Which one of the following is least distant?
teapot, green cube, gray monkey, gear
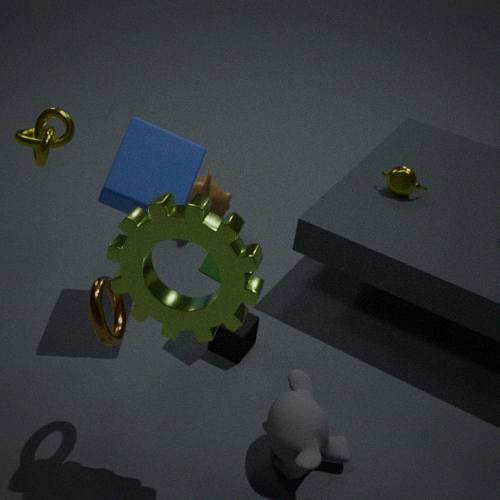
gear
